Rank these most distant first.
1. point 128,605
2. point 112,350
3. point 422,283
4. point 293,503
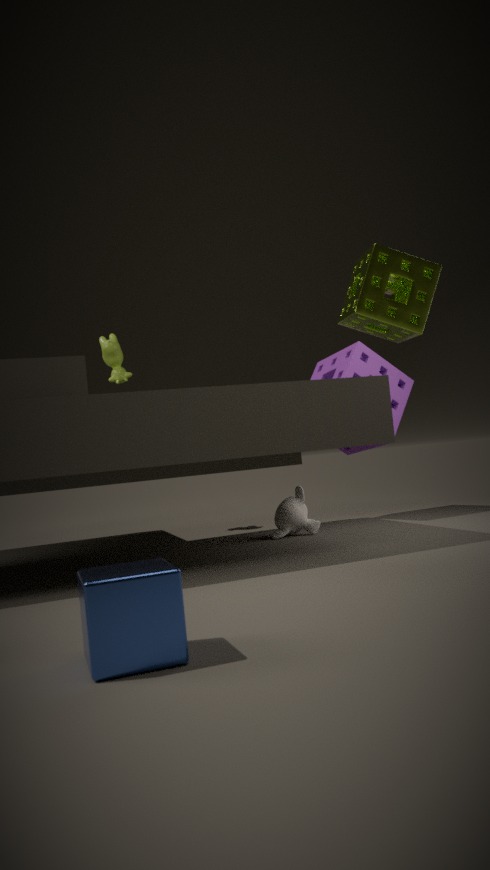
1. point 112,350
2. point 293,503
3. point 422,283
4. point 128,605
